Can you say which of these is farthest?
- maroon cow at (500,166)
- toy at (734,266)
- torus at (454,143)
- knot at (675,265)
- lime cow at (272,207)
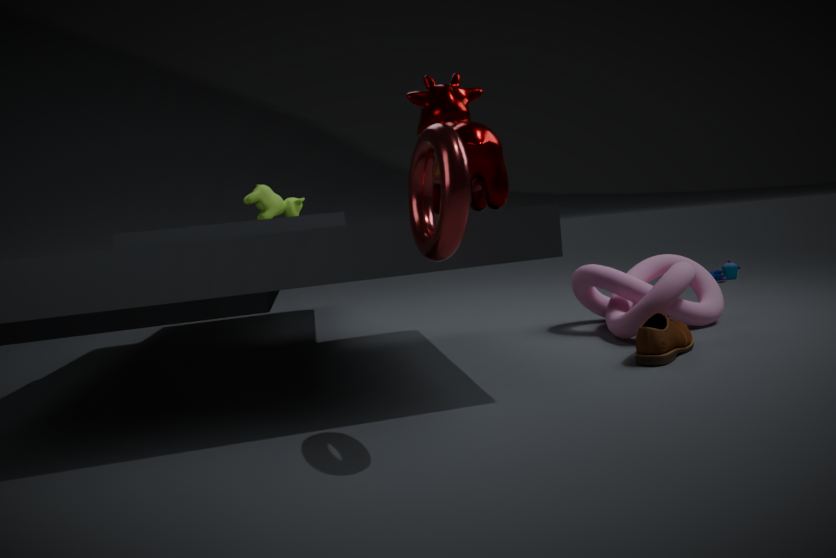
toy at (734,266)
